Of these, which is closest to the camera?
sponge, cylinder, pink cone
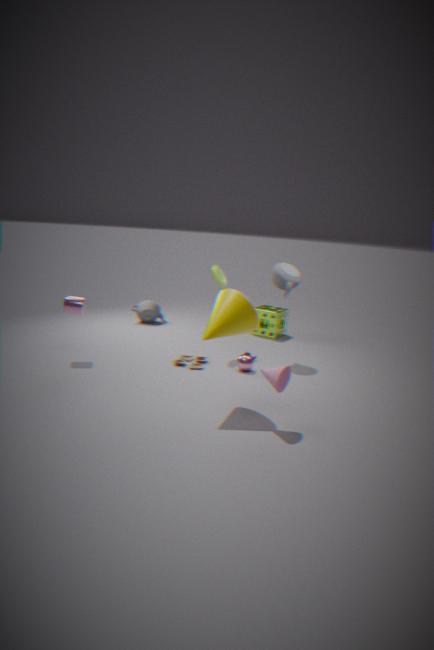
pink cone
